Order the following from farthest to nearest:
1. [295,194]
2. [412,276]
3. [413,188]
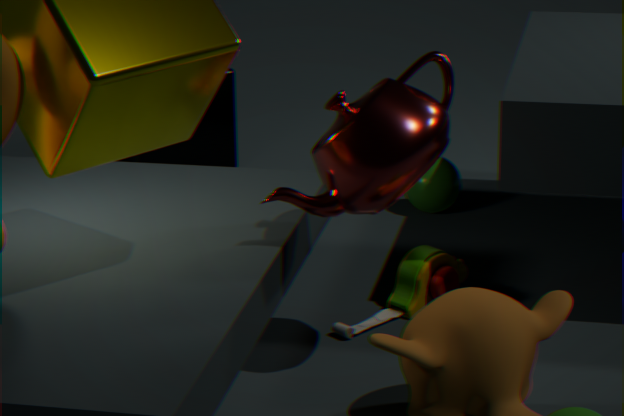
1. [413,188]
2. [412,276]
3. [295,194]
